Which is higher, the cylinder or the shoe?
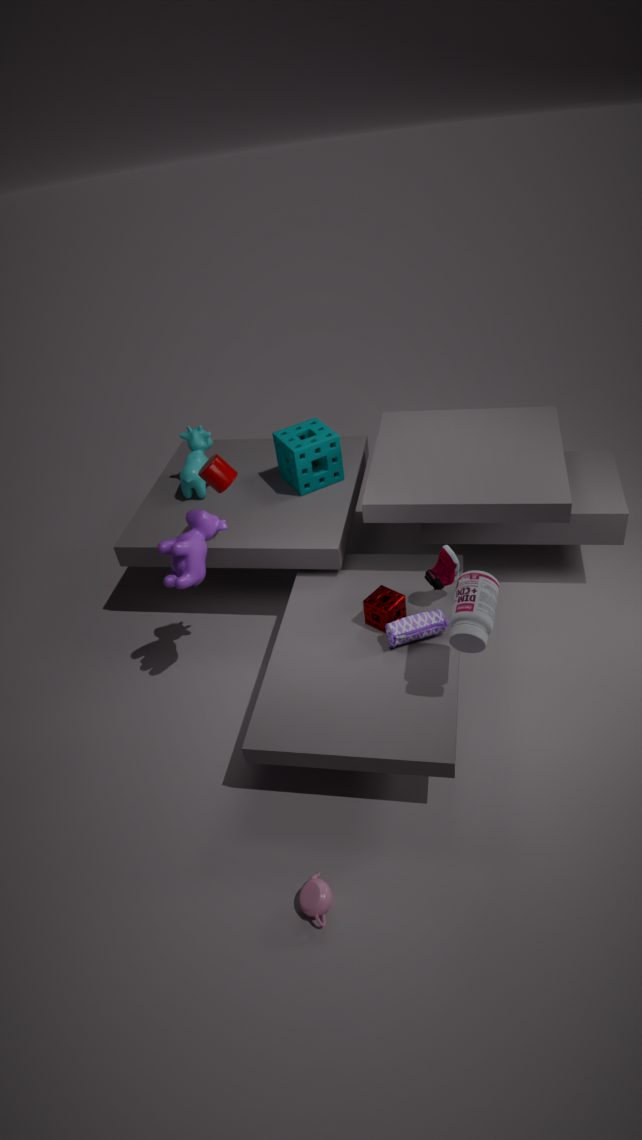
the cylinder
